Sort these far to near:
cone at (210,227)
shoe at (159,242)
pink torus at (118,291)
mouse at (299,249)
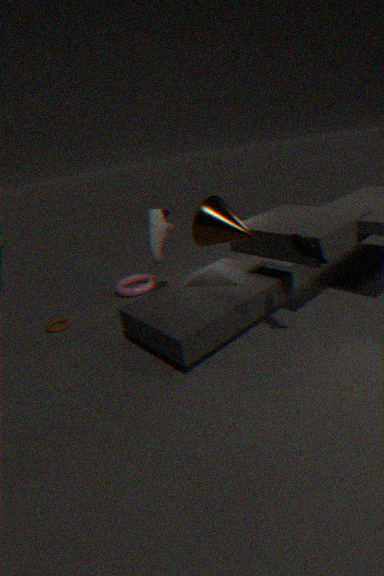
pink torus at (118,291), shoe at (159,242), cone at (210,227), mouse at (299,249)
